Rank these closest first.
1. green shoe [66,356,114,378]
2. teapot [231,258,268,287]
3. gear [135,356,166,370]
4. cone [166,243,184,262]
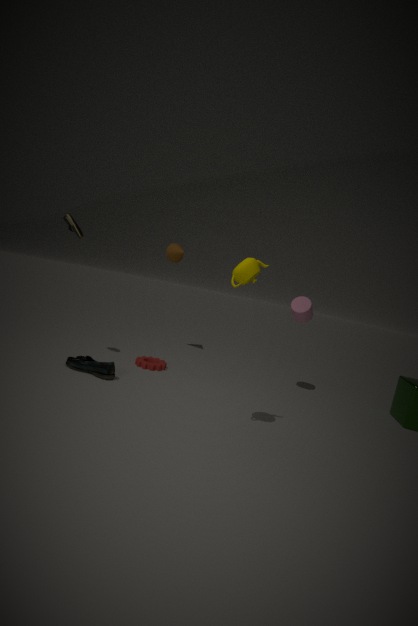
teapot [231,258,268,287]
green shoe [66,356,114,378]
gear [135,356,166,370]
cone [166,243,184,262]
